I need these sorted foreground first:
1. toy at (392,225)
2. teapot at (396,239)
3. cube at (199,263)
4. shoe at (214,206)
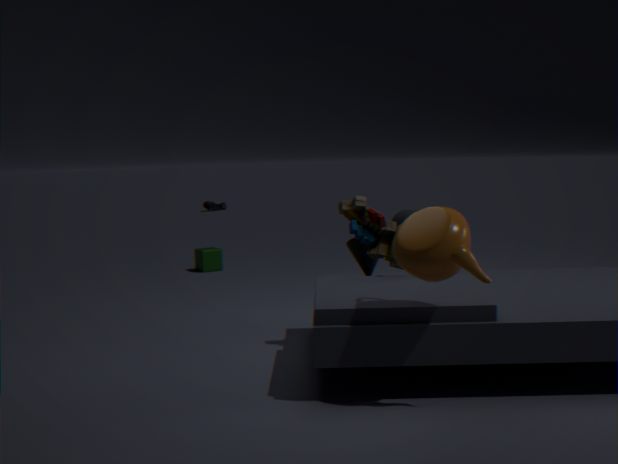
teapot at (396,239), toy at (392,225), cube at (199,263), shoe at (214,206)
